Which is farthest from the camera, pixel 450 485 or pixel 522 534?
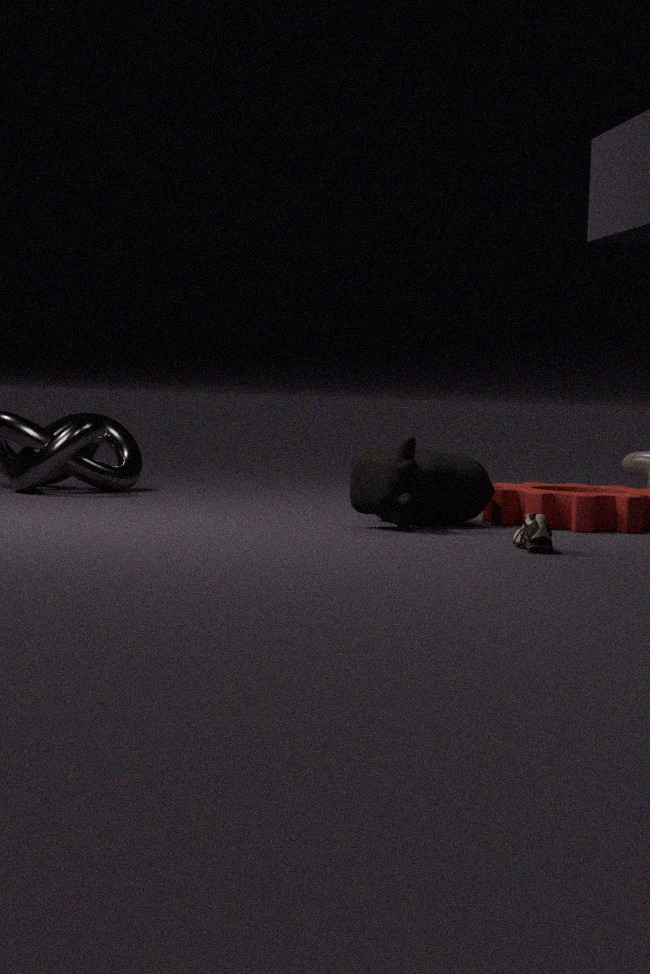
pixel 450 485
